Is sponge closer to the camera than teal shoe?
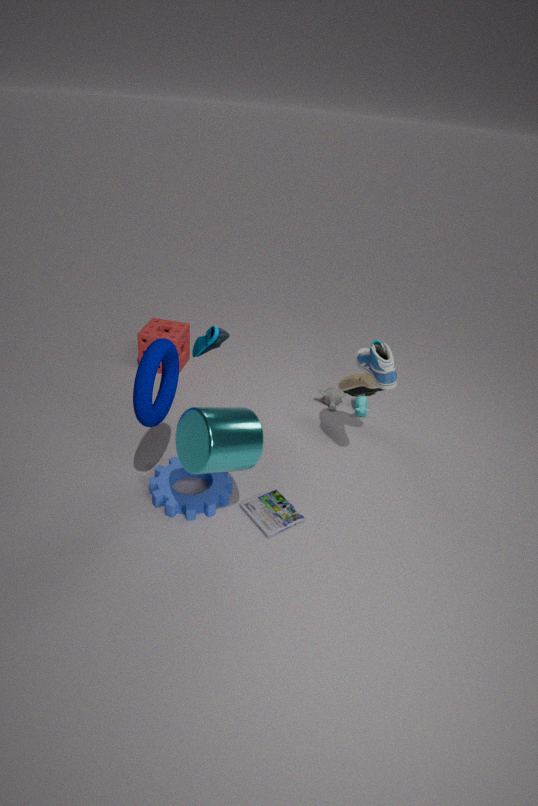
No
